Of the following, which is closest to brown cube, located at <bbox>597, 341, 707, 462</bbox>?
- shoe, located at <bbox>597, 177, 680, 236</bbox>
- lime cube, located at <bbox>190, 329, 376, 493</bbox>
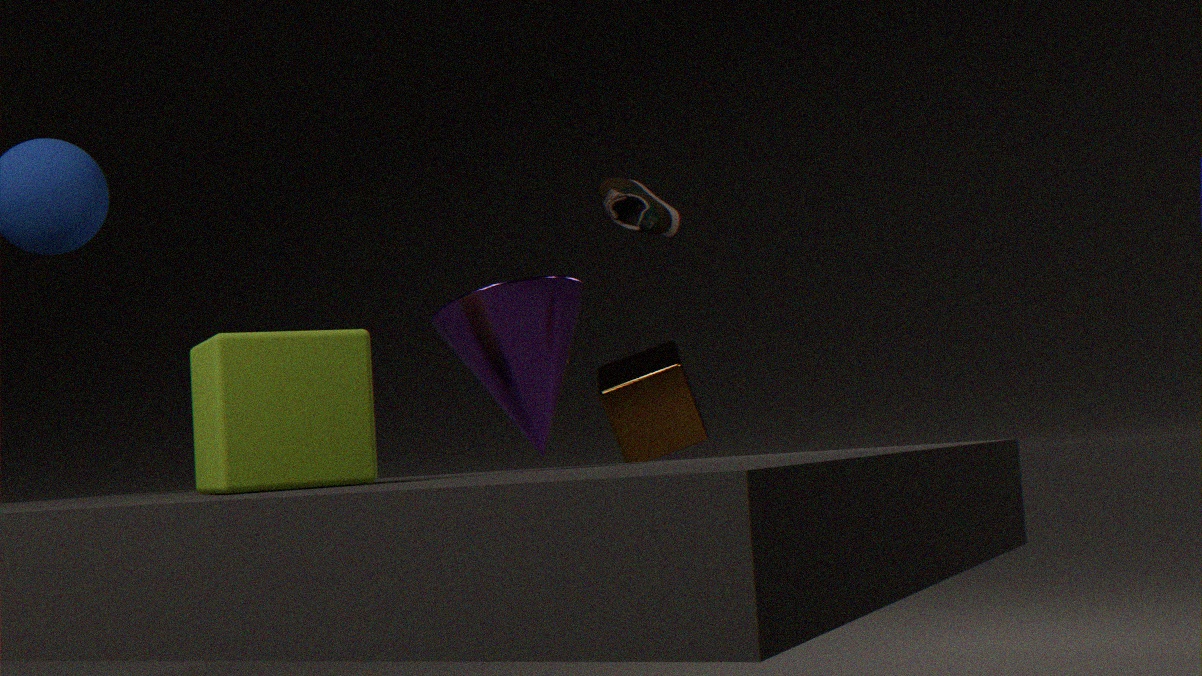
shoe, located at <bbox>597, 177, 680, 236</bbox>
